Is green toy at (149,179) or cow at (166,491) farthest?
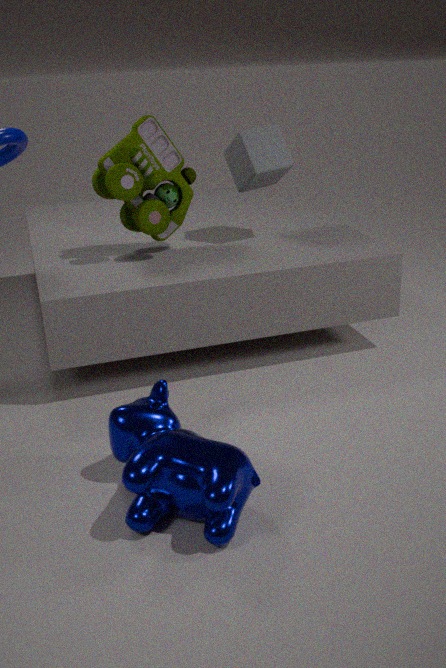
green toy at (149,179)
